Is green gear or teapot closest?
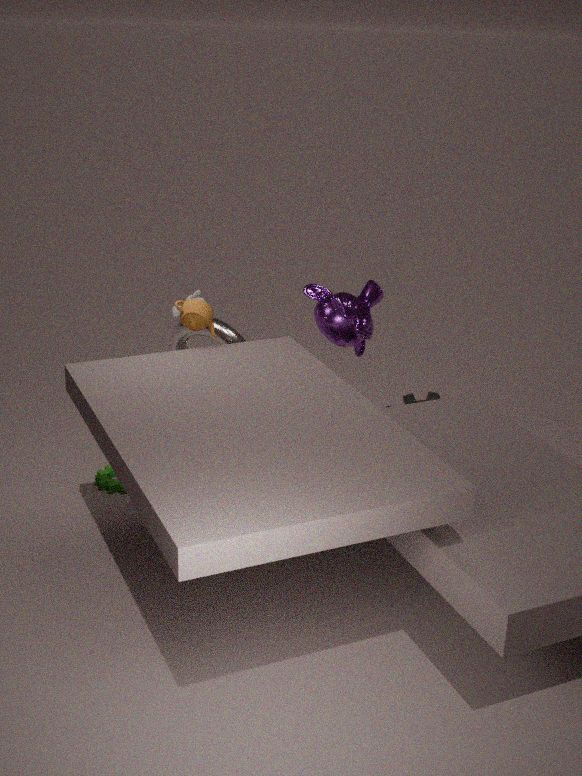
teapot
